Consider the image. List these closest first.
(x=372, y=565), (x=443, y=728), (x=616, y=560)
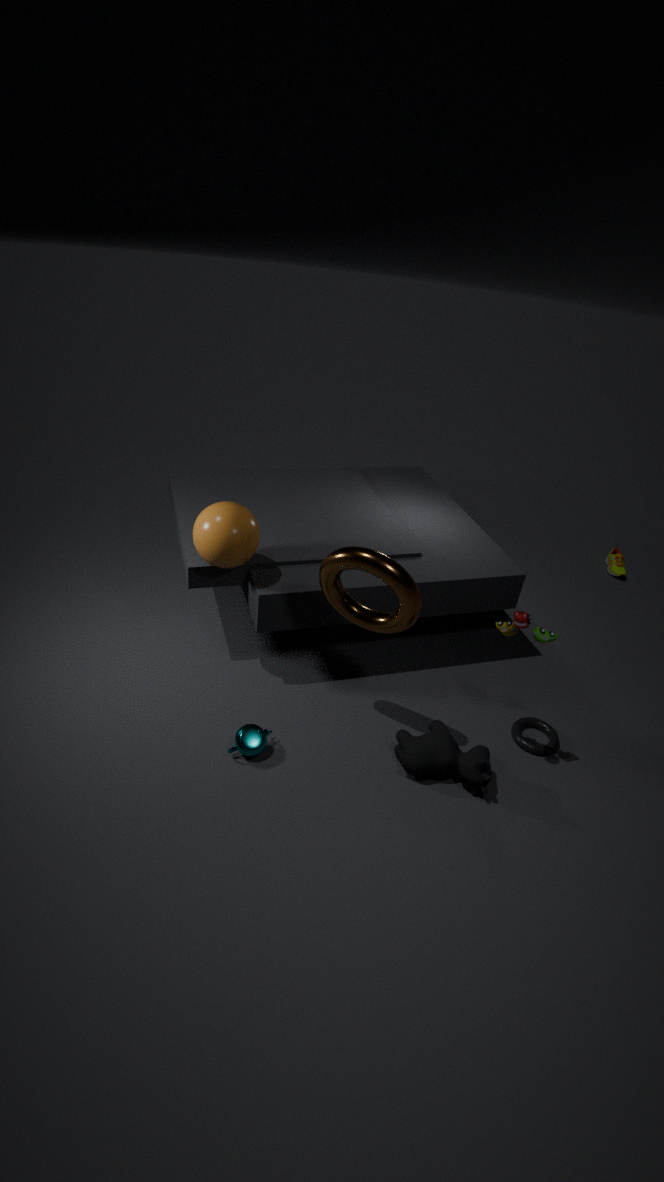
(x=372, y=565)
(x=443, y=728)
(x=616, y=560)
